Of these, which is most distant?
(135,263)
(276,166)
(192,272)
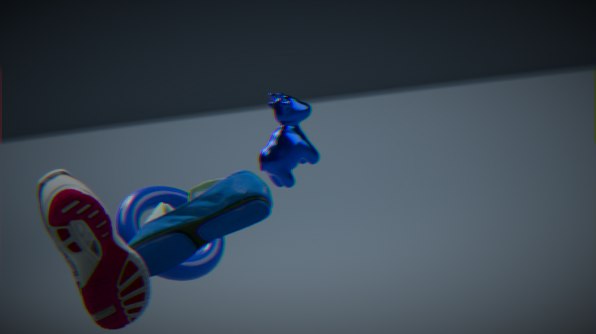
(276,166)
